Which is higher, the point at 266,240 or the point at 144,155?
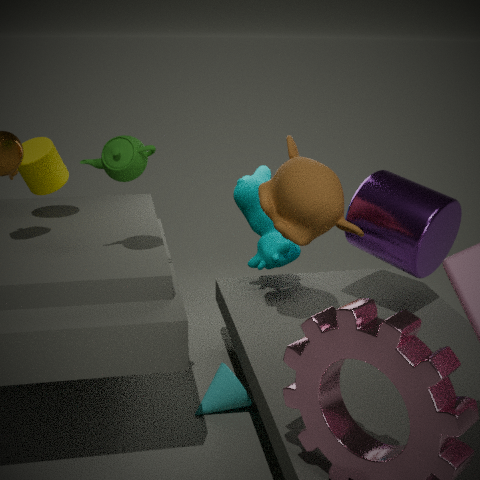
the point at 144,155
